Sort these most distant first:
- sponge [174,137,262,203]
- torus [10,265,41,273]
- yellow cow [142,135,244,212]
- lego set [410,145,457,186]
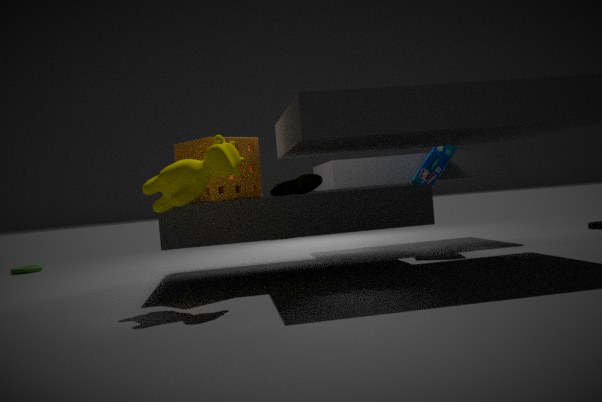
torus [10,265,41,273]
lego set [410,145,457,186]
sponge [174,137,262,203]
yellow cow [142,135,244,212]
